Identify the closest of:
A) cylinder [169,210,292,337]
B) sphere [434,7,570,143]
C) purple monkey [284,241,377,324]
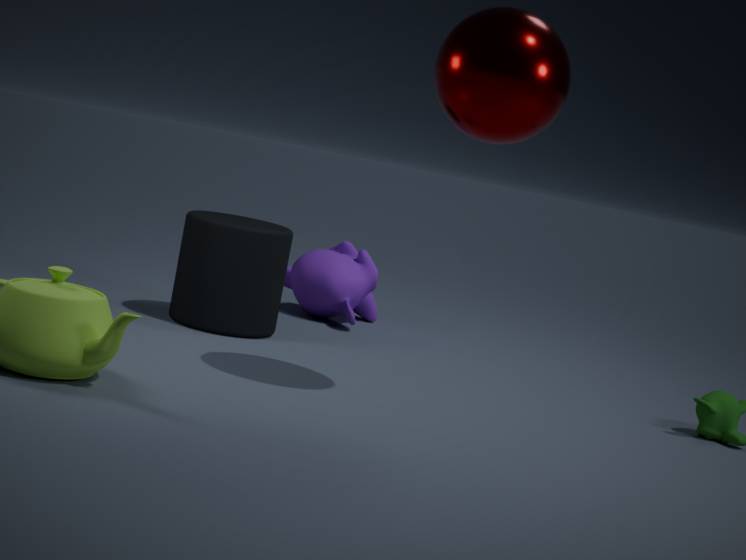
sphere [434,7,570,143]
